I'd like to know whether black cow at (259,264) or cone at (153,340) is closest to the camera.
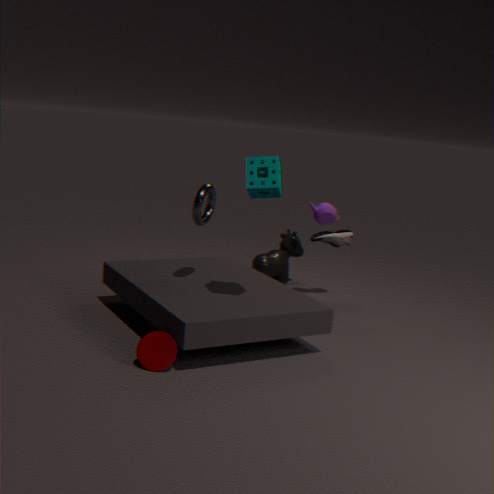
cone at (153,340)
